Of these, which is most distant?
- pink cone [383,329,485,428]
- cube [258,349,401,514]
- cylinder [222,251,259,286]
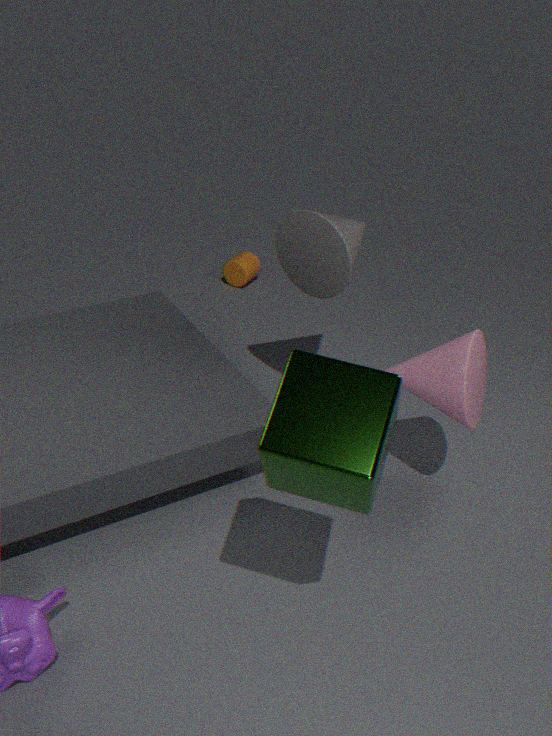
cylinder [222,251,259,286]
